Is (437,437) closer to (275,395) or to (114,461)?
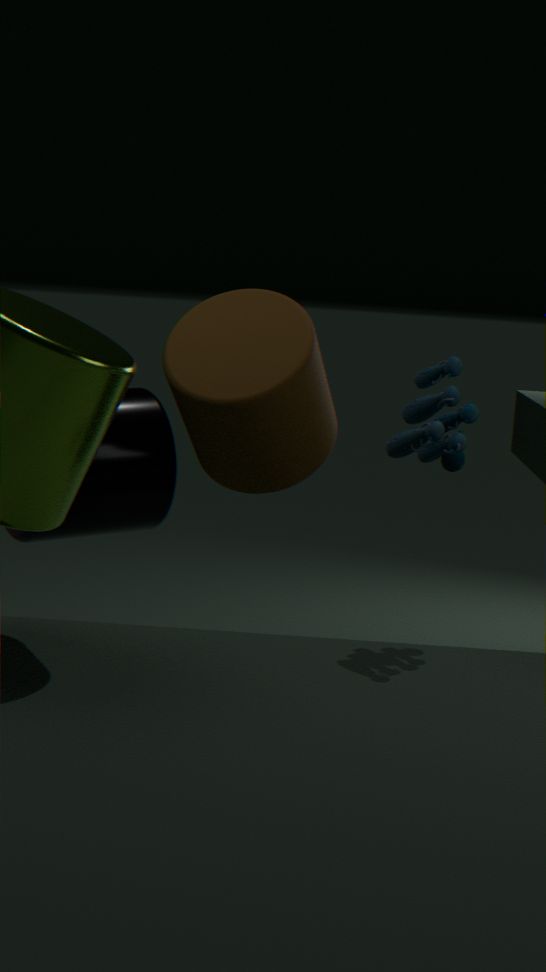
(275,395)
